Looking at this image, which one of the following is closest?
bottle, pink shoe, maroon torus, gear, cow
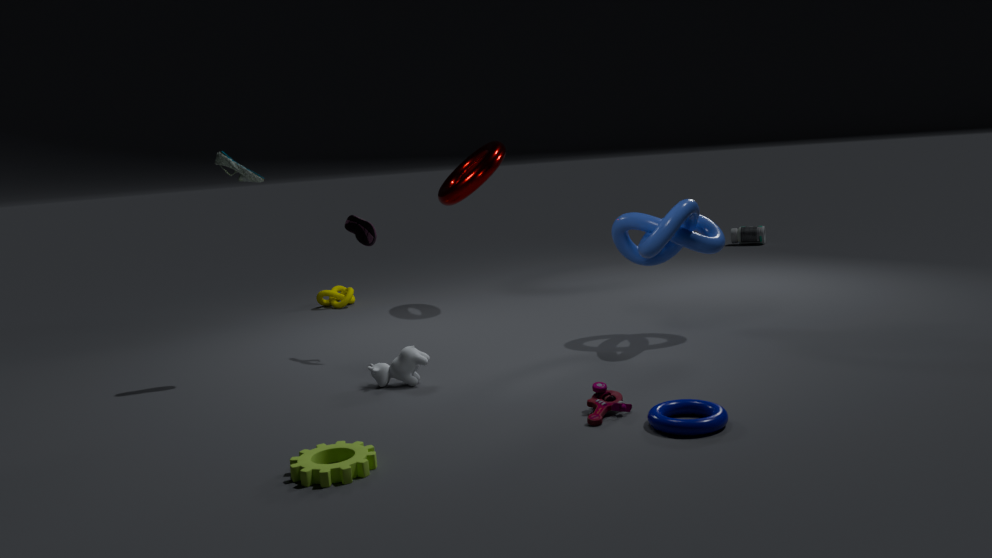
gear
